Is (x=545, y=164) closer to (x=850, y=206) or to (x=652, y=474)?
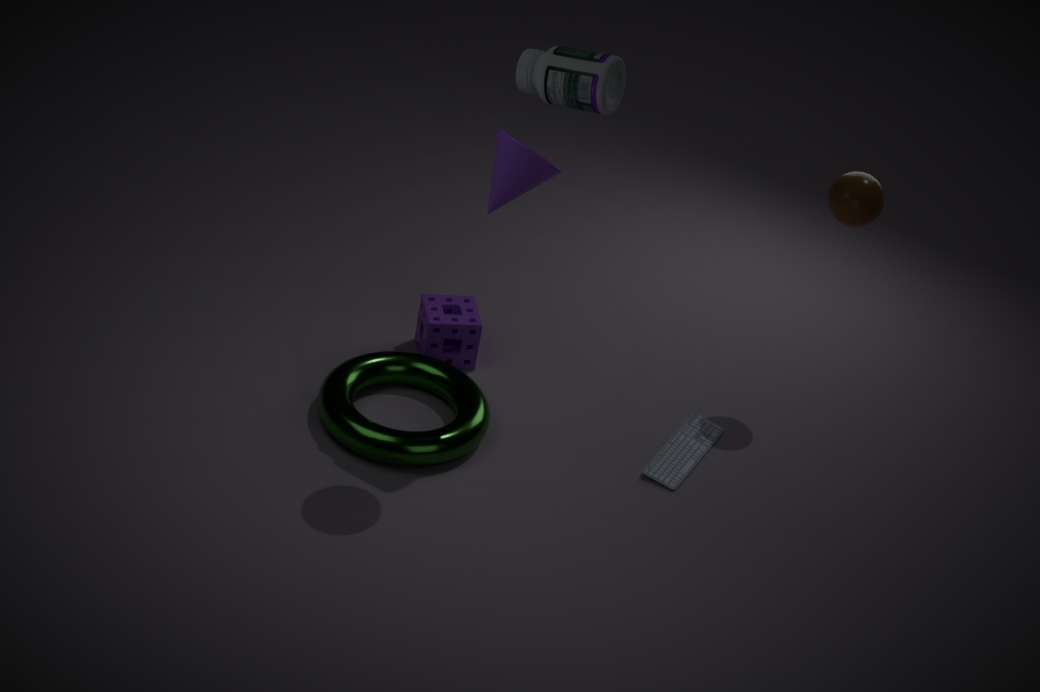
(x=652, y=474)
